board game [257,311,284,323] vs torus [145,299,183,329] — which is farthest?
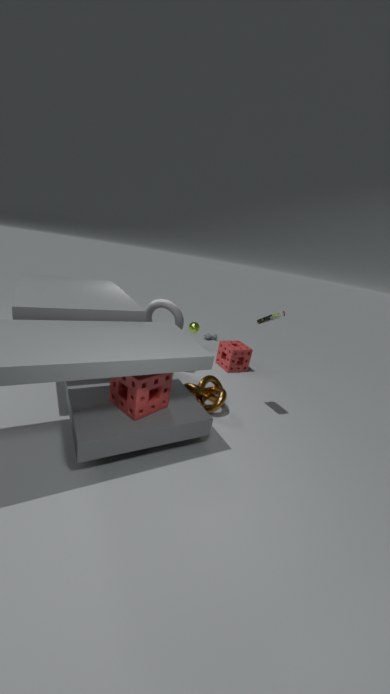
torus [145,299,183,329]
